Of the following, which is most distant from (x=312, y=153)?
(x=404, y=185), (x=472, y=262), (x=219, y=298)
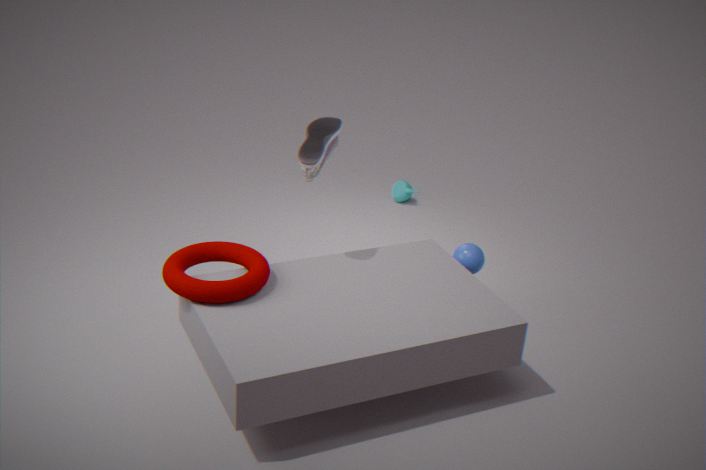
(x=404, y=185)
